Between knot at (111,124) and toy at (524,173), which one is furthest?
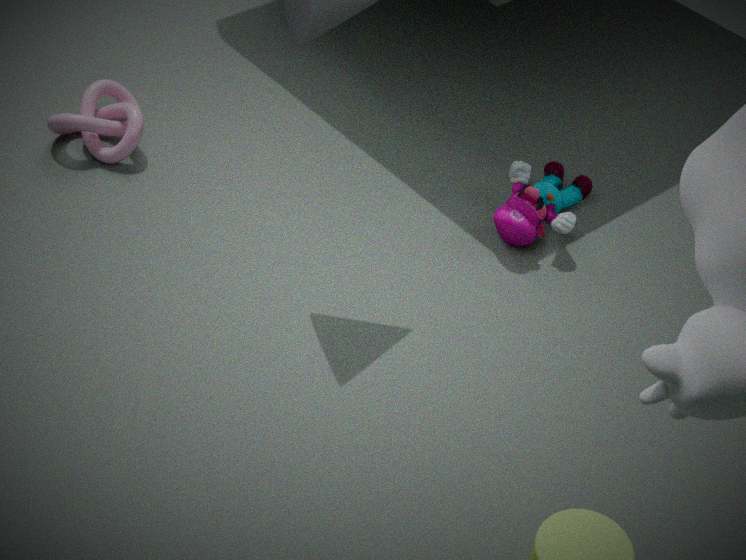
knot at (111,124)
